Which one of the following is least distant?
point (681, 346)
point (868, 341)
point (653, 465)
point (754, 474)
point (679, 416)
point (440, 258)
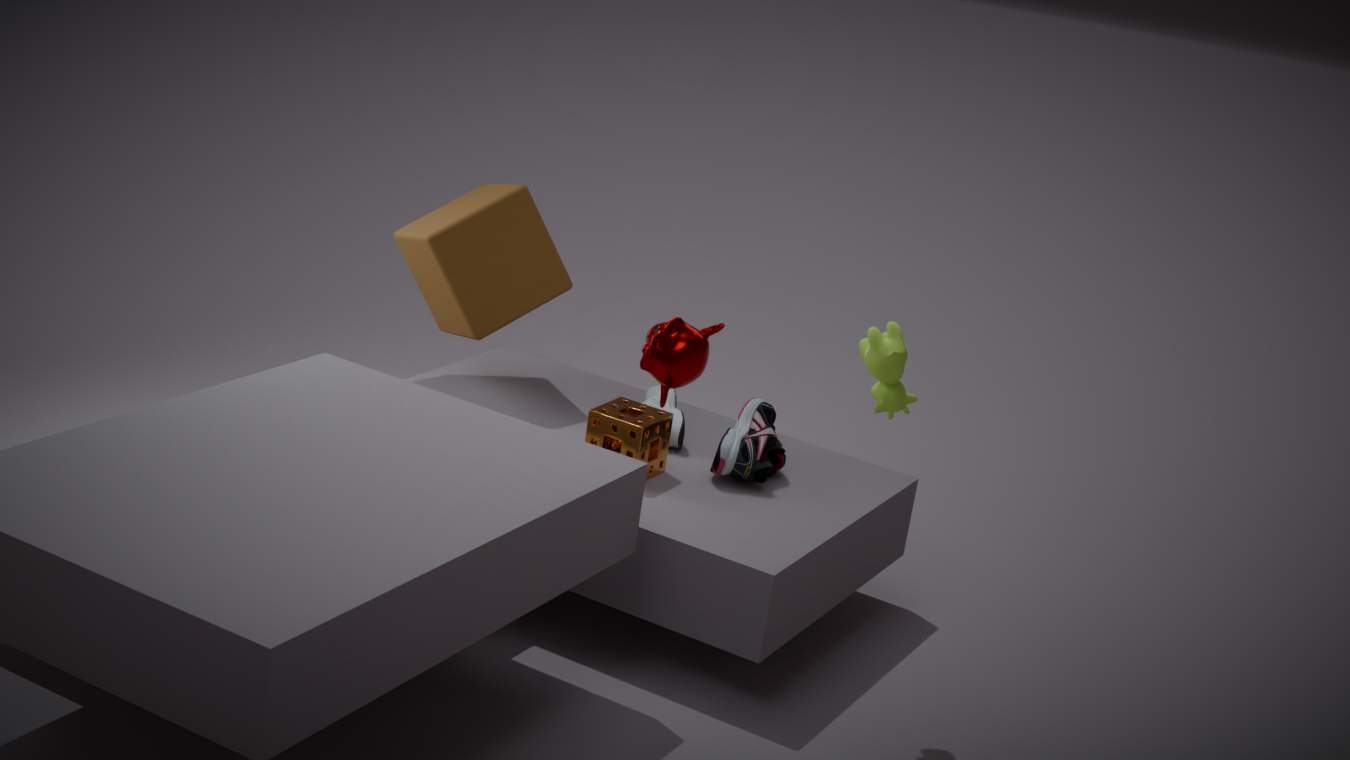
point (681, 346)
